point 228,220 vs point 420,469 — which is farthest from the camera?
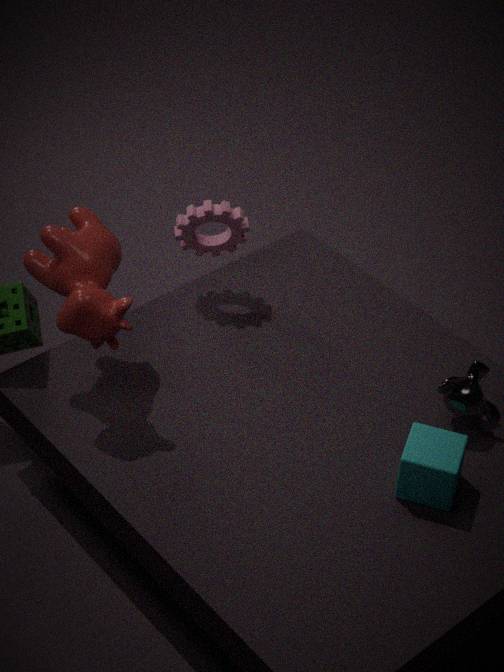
point 228,220
